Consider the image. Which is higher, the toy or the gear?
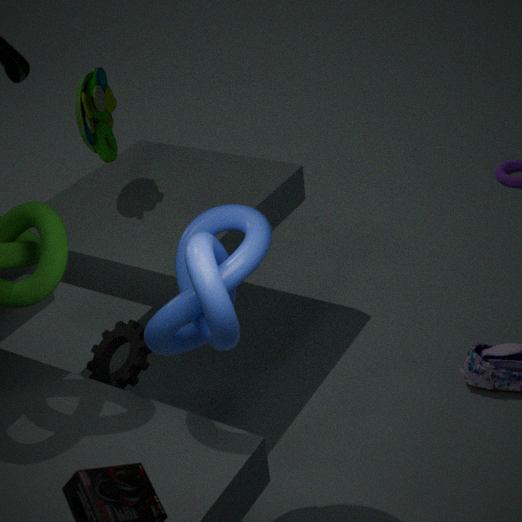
the toy
